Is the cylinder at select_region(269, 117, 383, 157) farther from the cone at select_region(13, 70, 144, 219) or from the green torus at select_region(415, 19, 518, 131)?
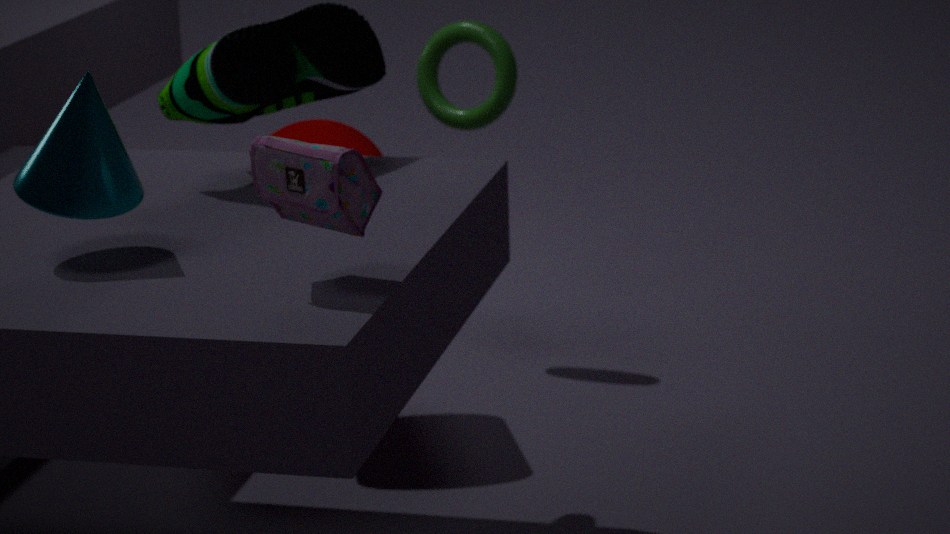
the cone at select_region(13, 70, 144, 219)
